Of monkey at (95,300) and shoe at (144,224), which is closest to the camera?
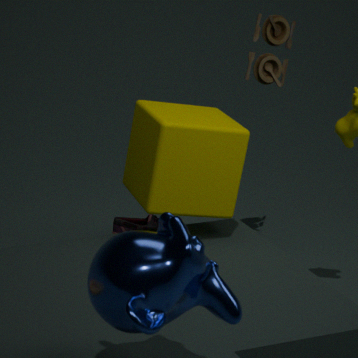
monkey at (95,300)
